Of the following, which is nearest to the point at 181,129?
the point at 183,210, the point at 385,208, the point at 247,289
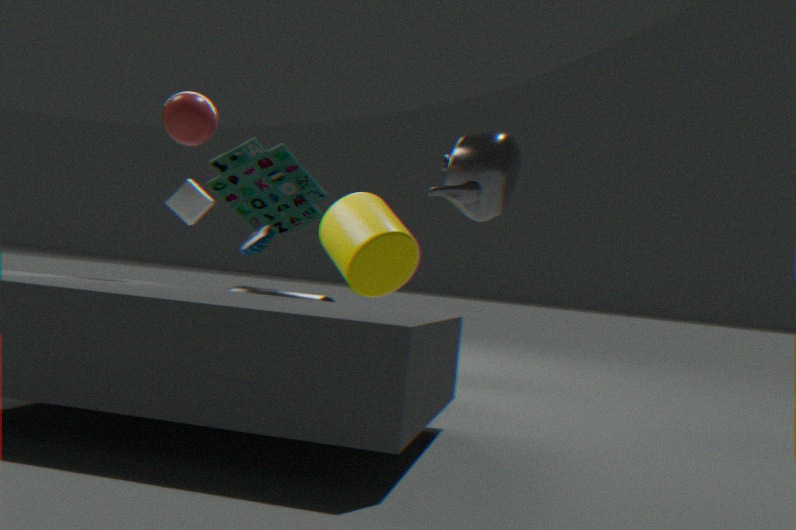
the point at 247,289
